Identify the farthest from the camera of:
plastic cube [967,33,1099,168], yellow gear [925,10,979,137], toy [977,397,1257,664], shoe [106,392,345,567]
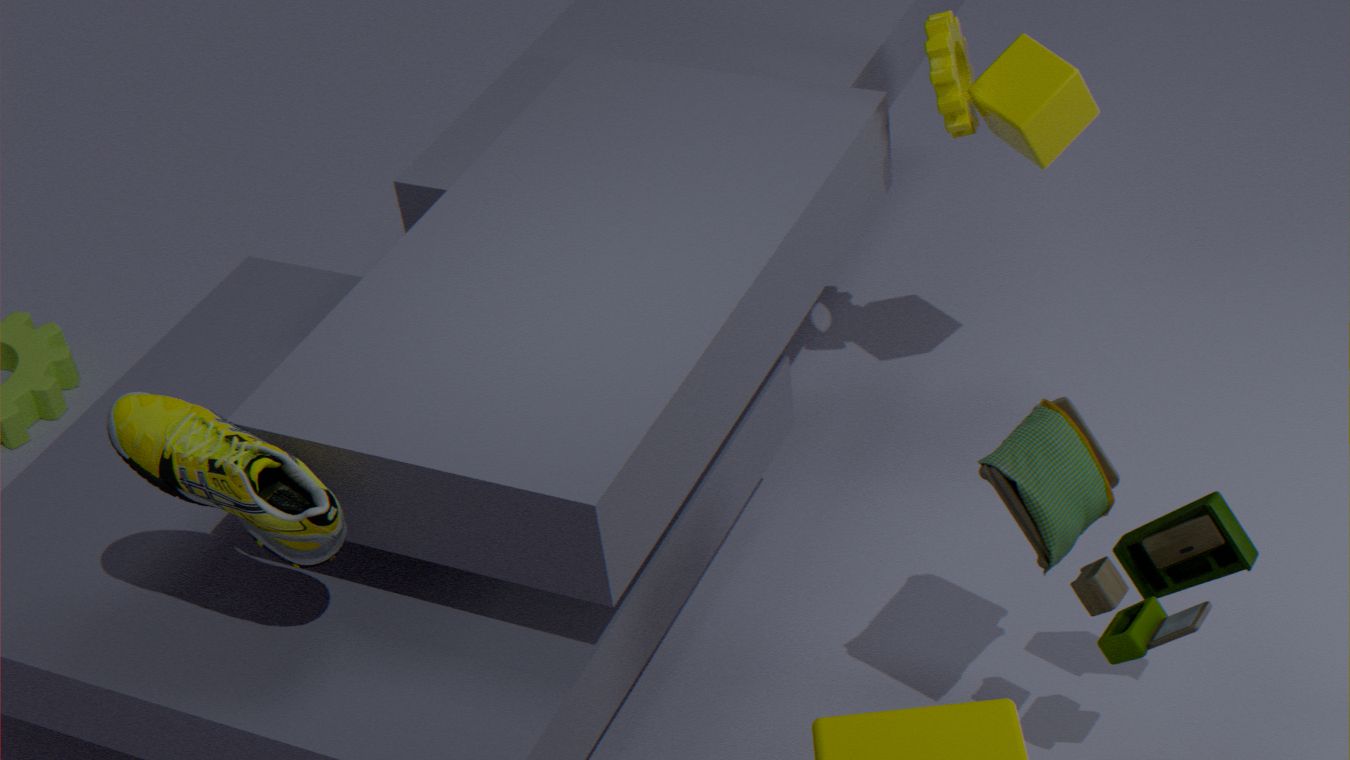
yellow gear [925,10,979,137]
